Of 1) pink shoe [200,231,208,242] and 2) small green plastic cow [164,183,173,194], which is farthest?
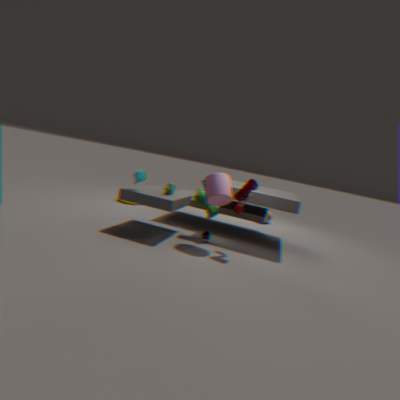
1. pink shoe [200,231,208,242]
